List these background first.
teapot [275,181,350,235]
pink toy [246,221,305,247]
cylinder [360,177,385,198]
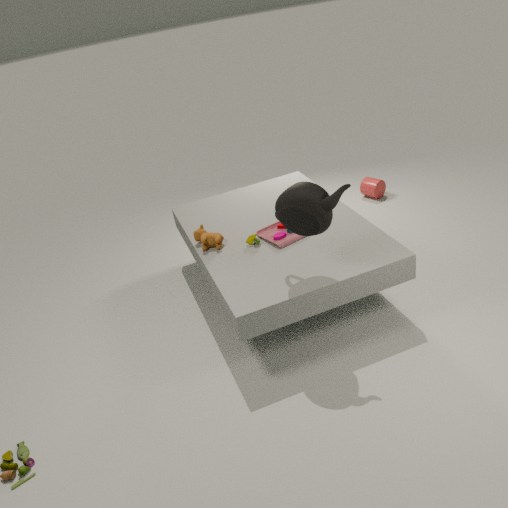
cylinder [360,177,385,198], pink toy [246,221,305,247], teapot [275,181,350,235]
